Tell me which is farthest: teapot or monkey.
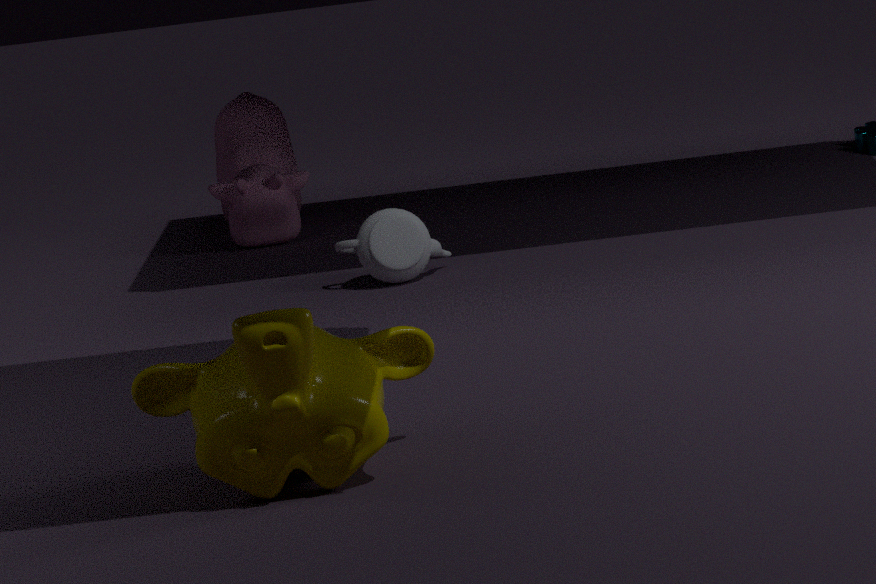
teapot
